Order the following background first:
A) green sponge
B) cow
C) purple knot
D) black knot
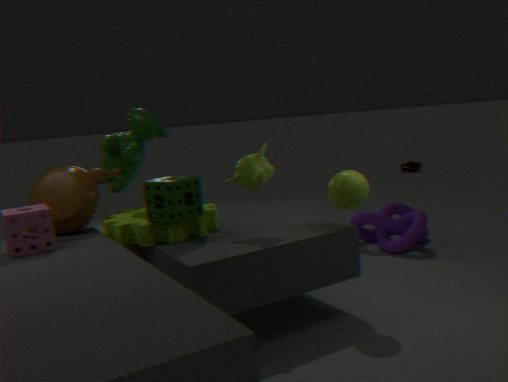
black knot, purple knot, cow, green sponge
